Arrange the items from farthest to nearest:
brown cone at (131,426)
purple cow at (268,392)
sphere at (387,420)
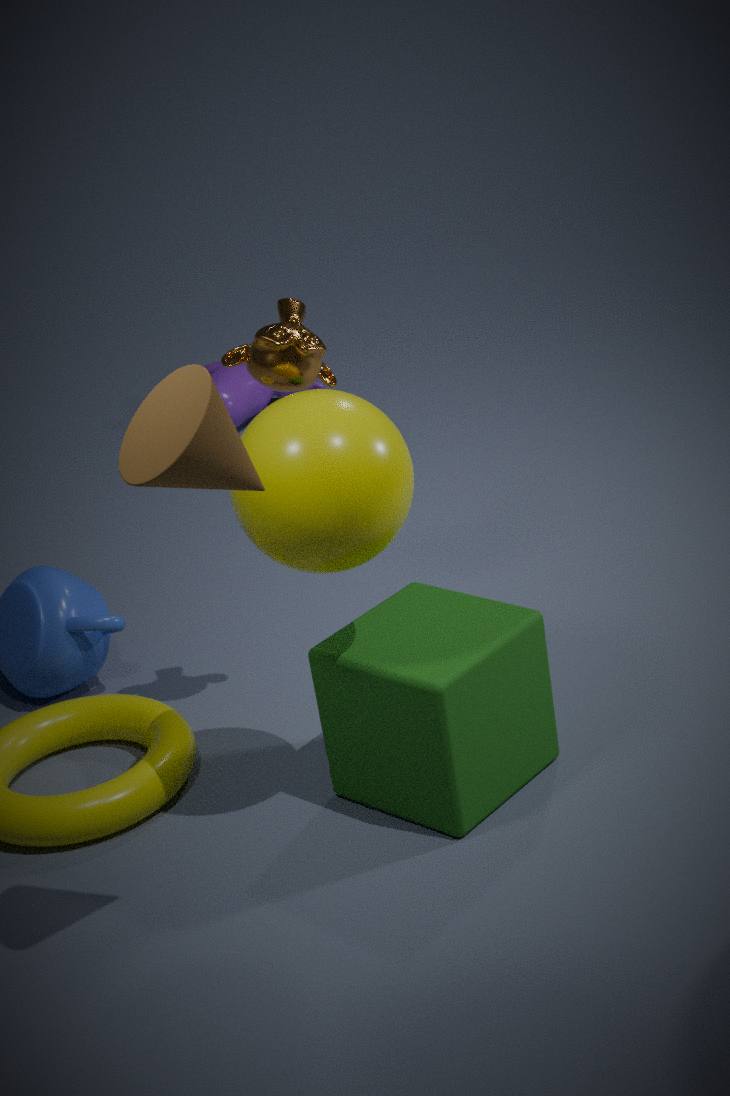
purple cow at (268,392), sphere at (387,420), brown cone at (131,426)
